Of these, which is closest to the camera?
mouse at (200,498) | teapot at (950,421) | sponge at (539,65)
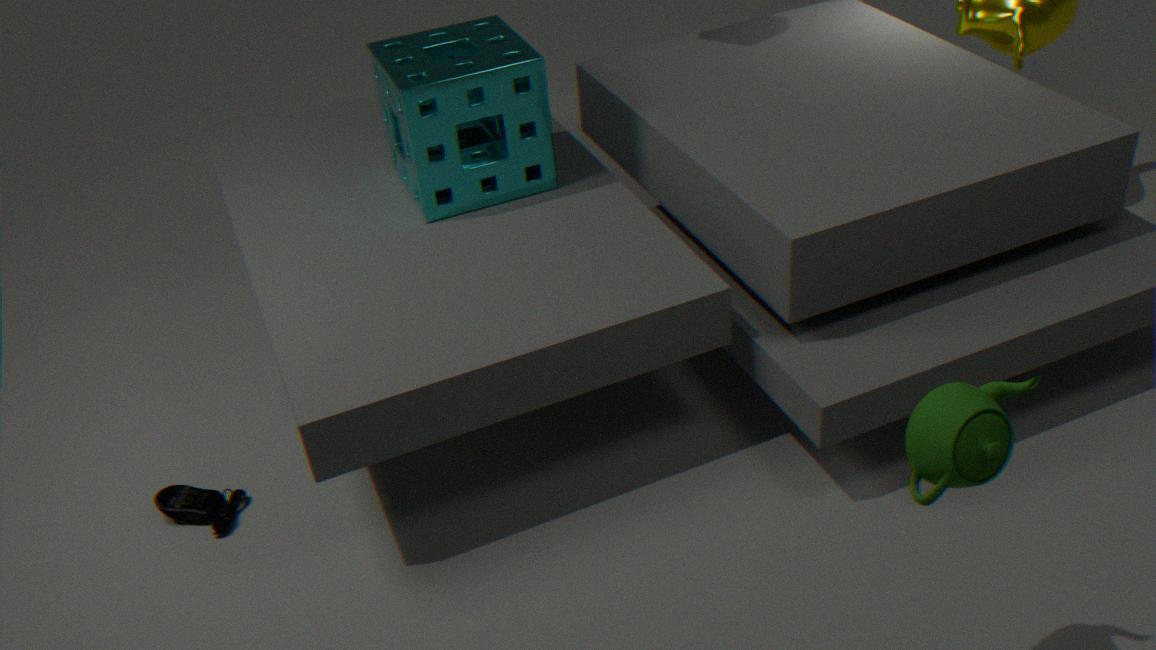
teapot at (950,421)
